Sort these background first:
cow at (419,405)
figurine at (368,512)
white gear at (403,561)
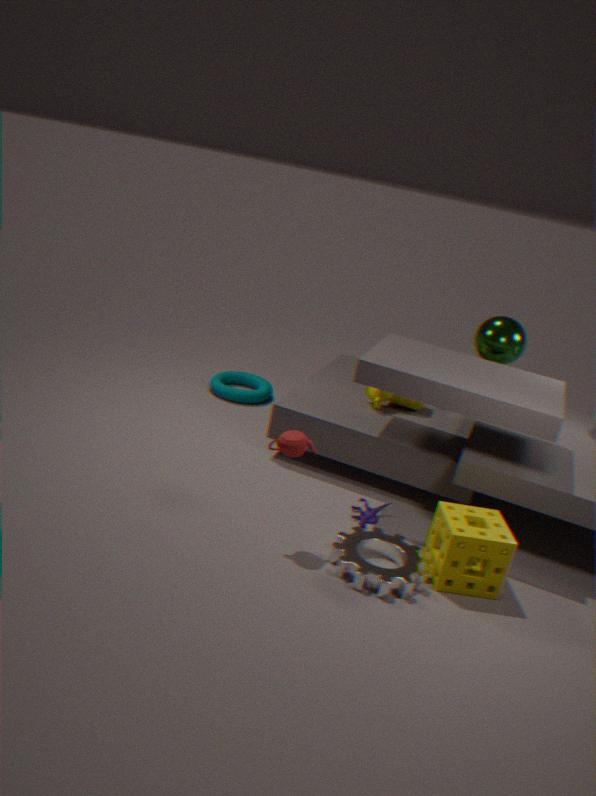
1. cow at (419,405)
2. figurine at (368,512)
3. white gear at (403,561)
